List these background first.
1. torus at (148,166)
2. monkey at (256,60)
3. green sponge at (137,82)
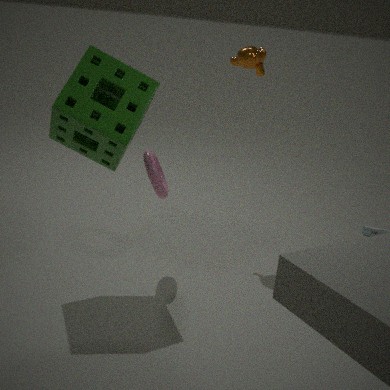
monkey at (256,60) → torus at (148,166) → green sponge at (137,82)
